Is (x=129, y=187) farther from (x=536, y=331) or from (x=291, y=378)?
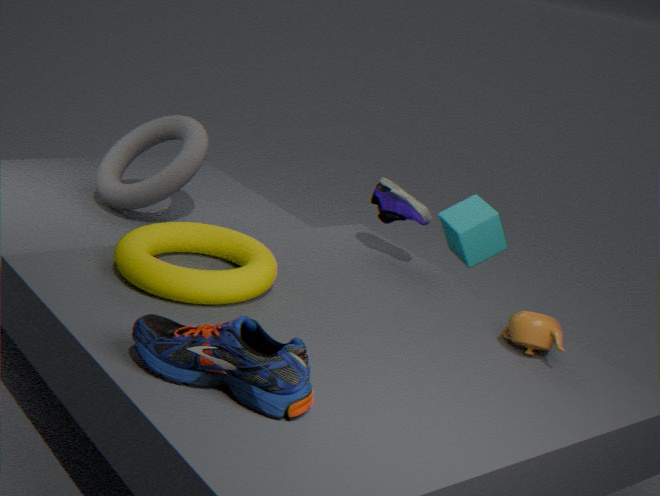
(x=536, y=331)
